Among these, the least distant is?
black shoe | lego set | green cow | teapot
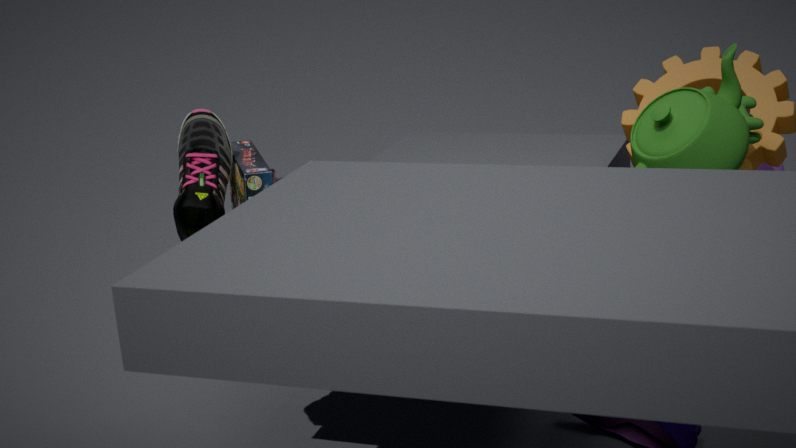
lego set
